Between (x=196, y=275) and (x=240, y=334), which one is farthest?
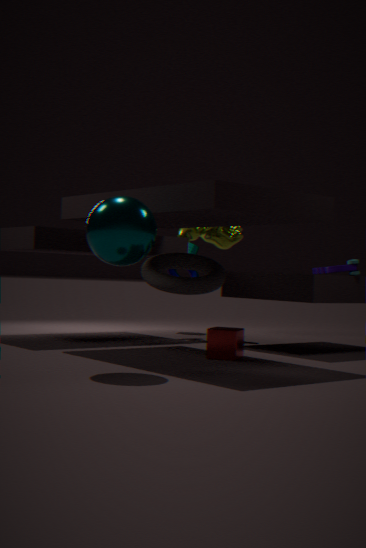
(x=196, y=275)
